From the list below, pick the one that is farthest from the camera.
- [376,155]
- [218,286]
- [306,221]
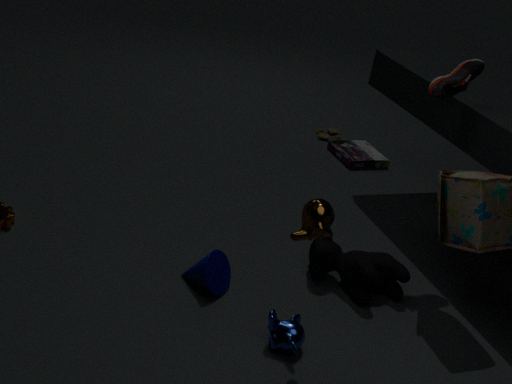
[376,155]
